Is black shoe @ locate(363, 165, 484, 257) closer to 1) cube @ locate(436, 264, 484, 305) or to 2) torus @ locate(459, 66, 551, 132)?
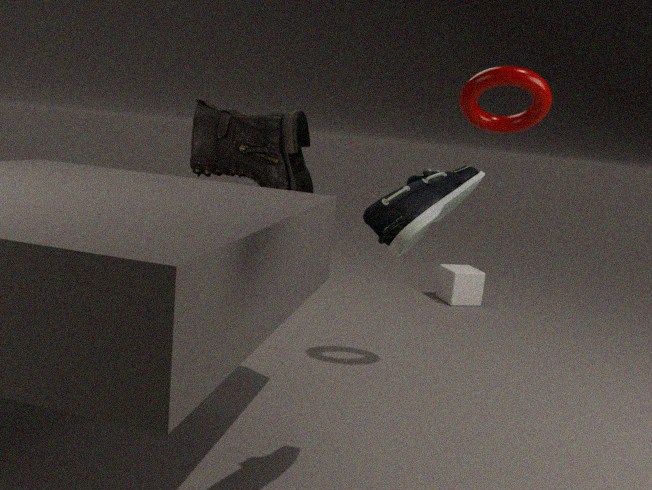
2) torus @ locate(459, 66, 551, 132)
